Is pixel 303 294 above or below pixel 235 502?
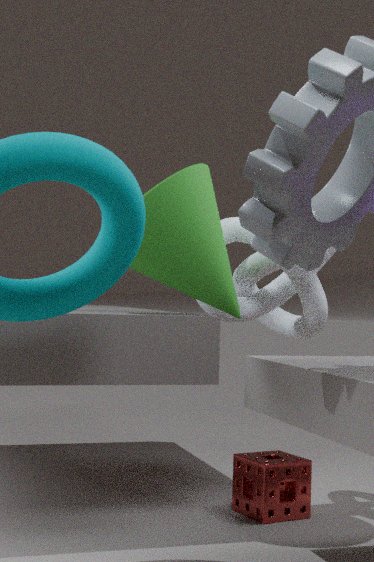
above
